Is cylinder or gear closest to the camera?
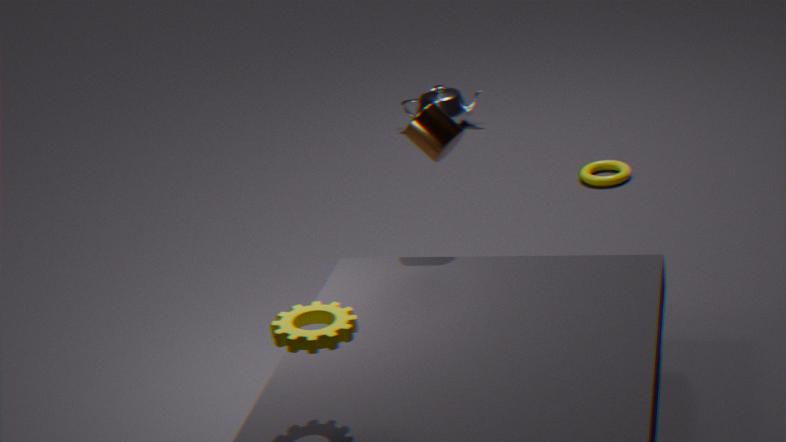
gear
